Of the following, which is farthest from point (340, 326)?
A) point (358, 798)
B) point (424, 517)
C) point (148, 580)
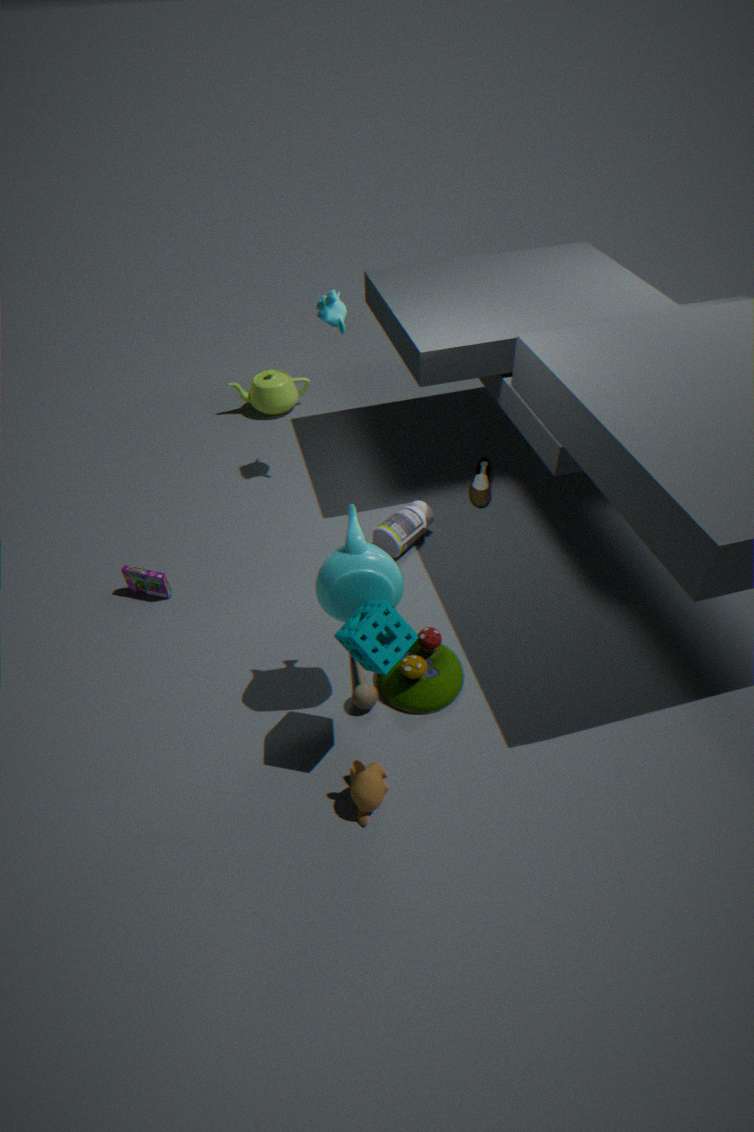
point (358, 798)
